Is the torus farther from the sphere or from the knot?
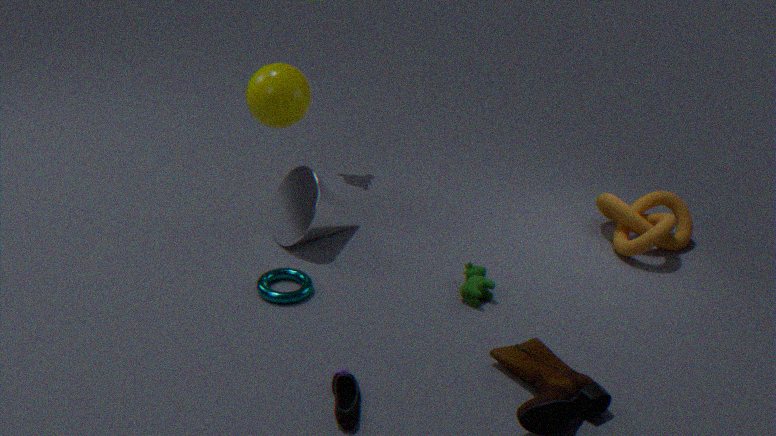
the knot
